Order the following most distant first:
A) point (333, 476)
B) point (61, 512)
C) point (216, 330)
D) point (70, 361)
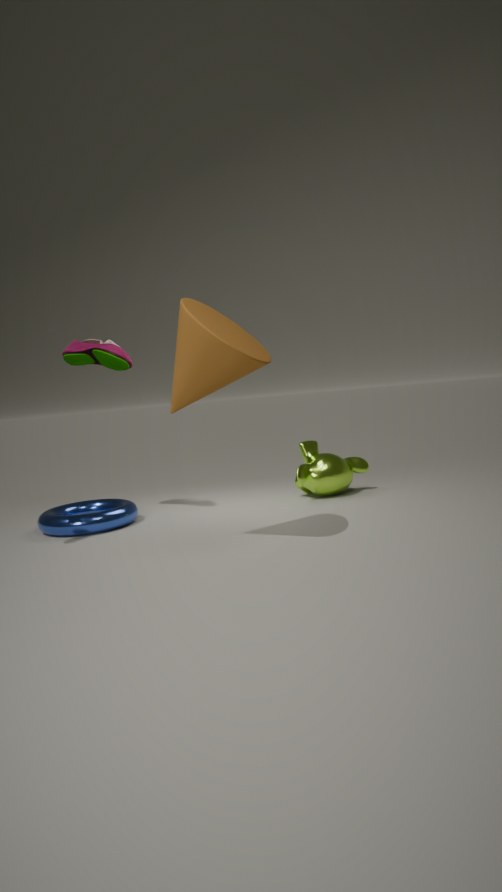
point (333, 476) < point (61, 512) < point (70, 361) < point (216, 330)
